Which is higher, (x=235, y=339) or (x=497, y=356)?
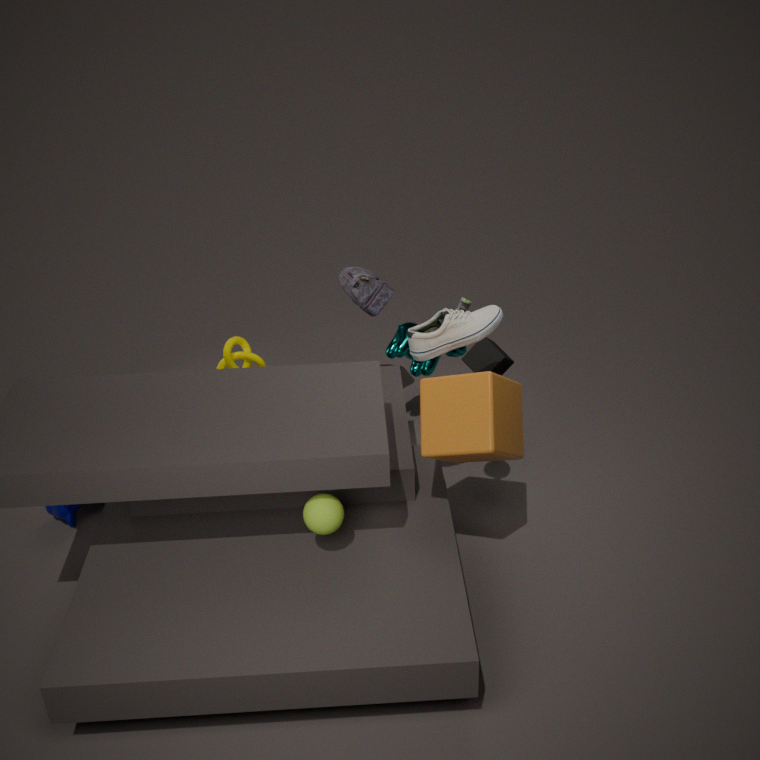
(x=235, y=339)
